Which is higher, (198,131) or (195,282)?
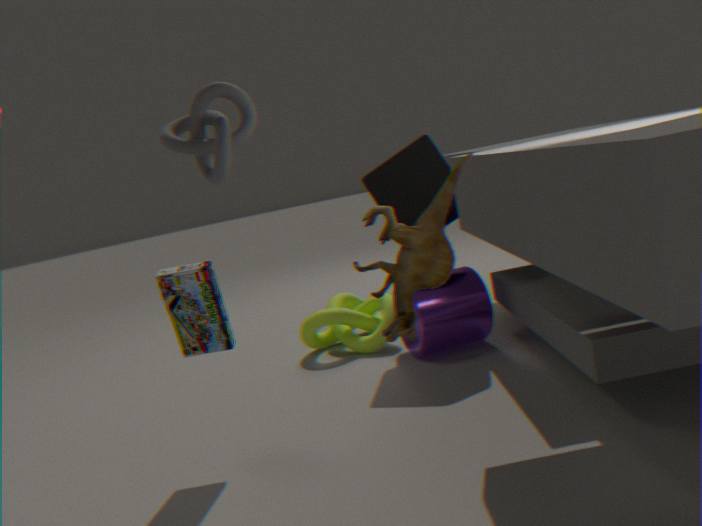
(198,131)
